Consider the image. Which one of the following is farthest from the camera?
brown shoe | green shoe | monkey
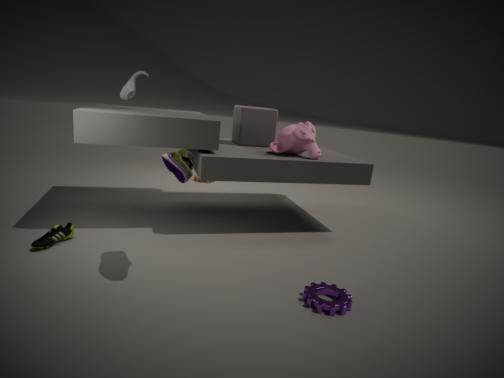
monkey
